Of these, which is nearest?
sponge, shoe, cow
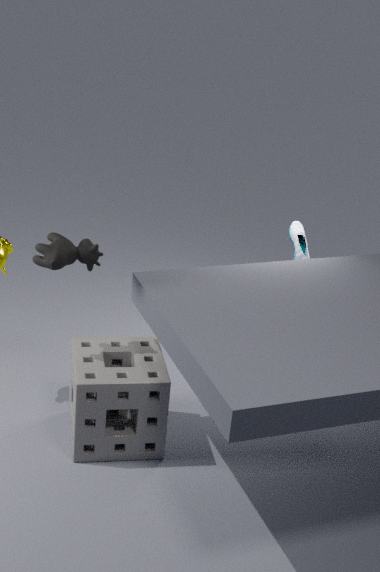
cow
